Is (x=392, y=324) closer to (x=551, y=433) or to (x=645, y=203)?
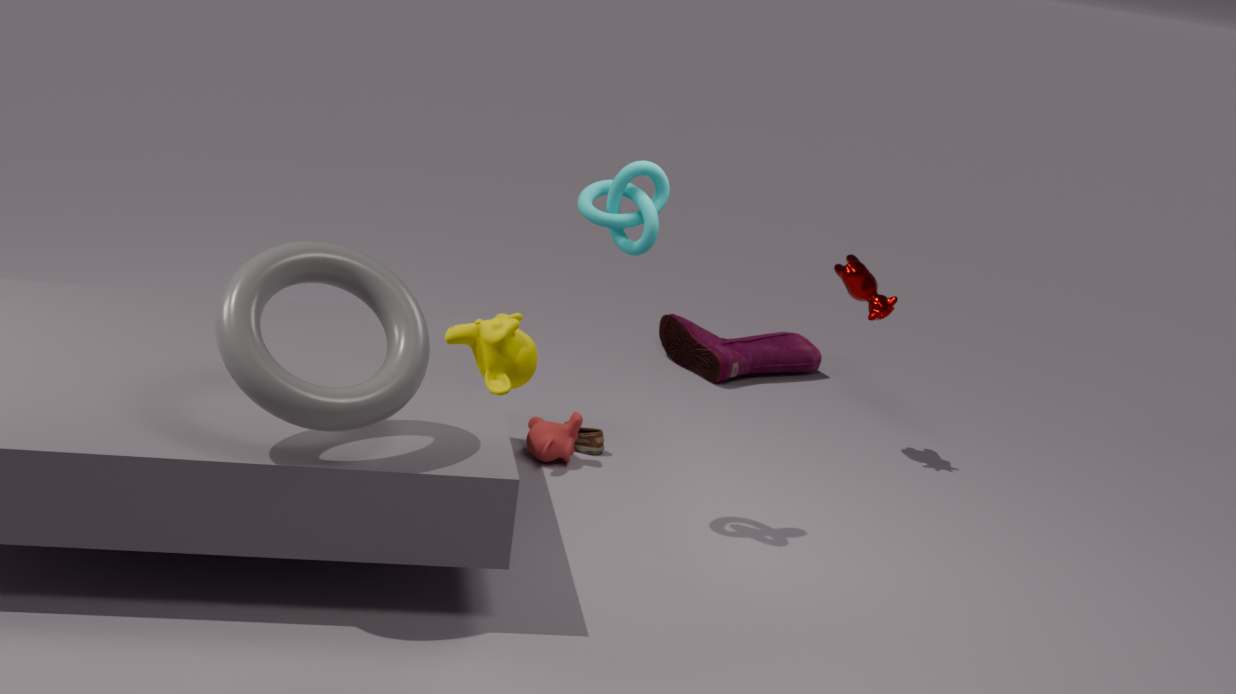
(x=645, y=203)
